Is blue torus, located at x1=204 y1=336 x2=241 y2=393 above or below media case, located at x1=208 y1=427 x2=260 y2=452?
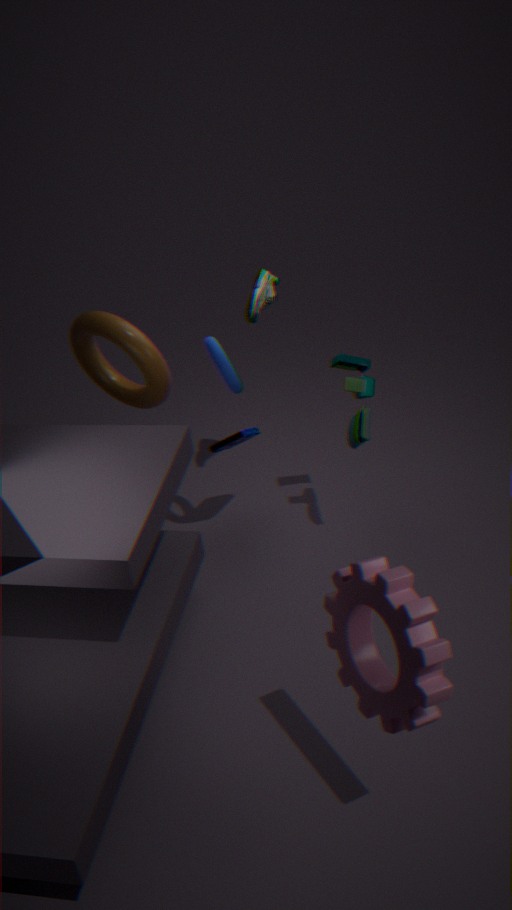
above
